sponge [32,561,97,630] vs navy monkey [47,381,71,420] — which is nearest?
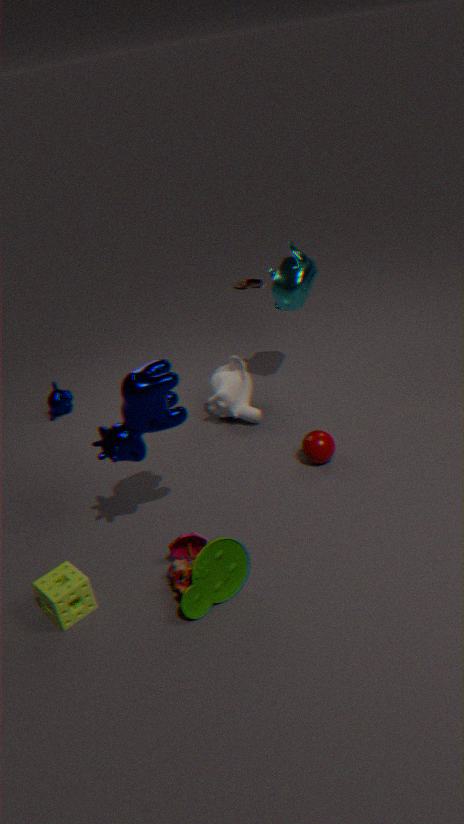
sponge [32,561,97,630]
